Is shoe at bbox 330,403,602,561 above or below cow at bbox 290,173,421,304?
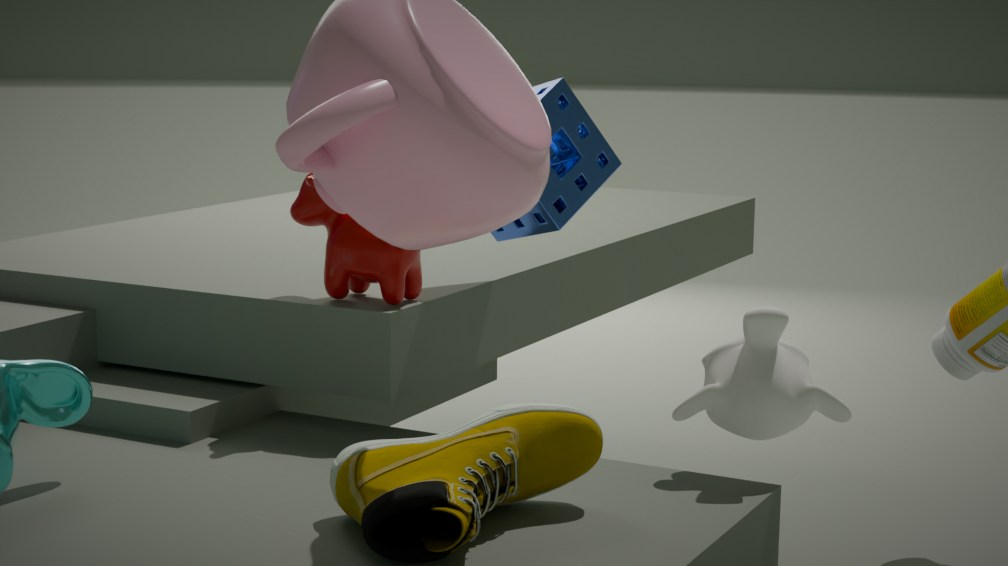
below
